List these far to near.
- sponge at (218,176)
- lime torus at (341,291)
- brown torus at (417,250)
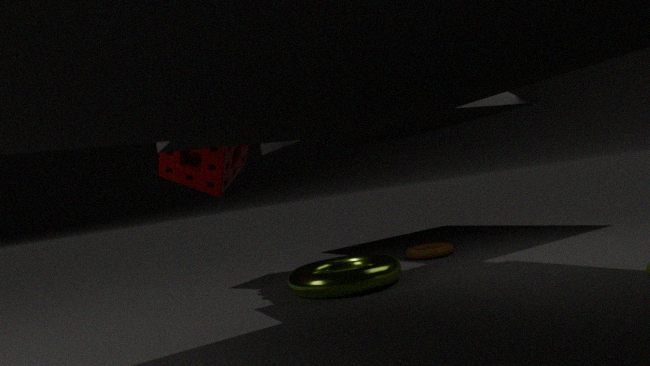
brown torus at (417,250) < sponge at (218,176) < lime torus at (341,291)
